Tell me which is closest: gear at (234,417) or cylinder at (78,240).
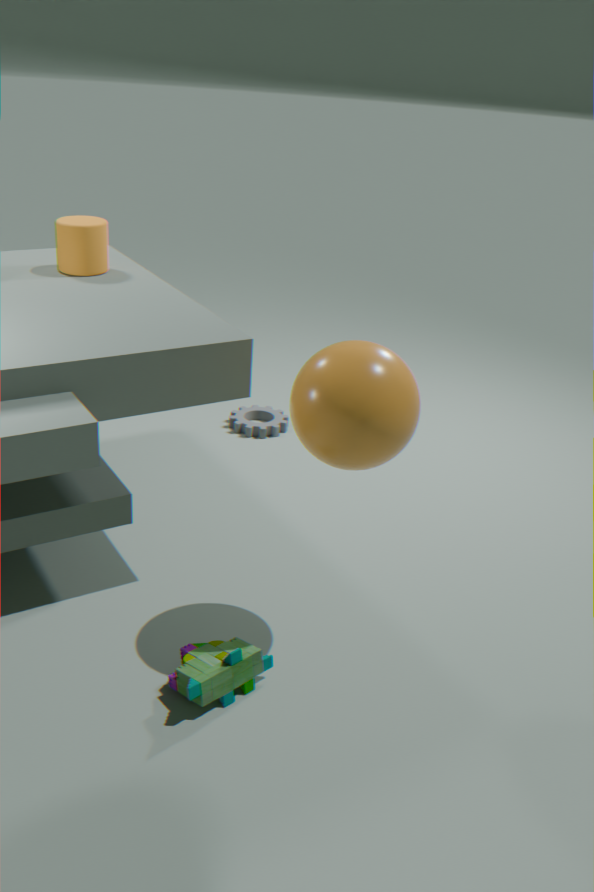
cylinder at (78,240)
